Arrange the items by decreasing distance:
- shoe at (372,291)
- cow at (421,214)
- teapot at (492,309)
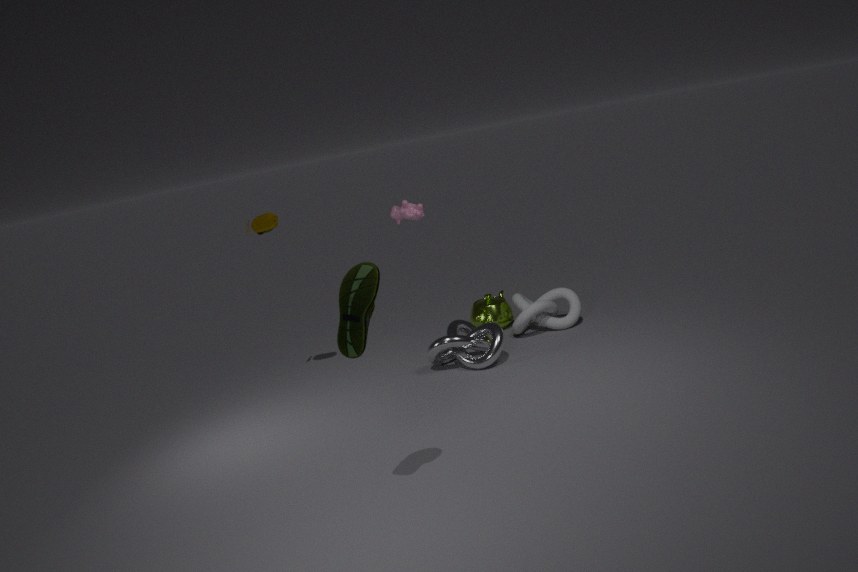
teapot at (492,309), cow at (421,214), shoe at (372,291)
